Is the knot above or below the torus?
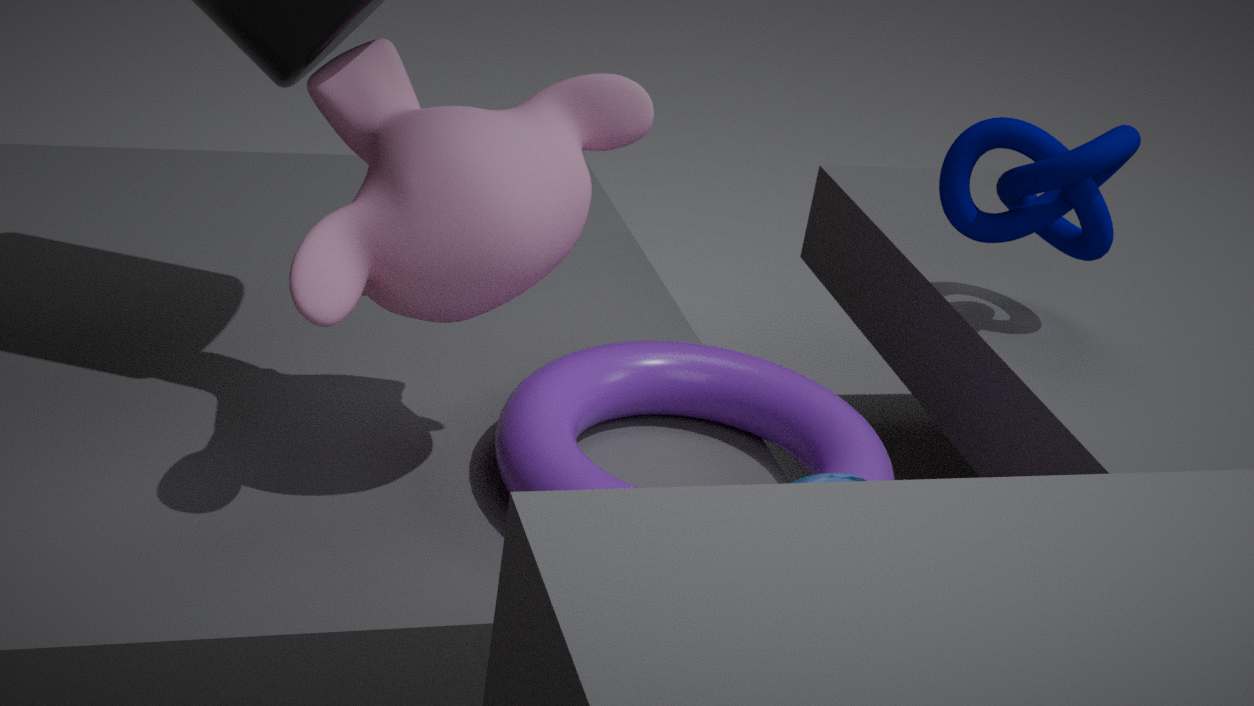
above
